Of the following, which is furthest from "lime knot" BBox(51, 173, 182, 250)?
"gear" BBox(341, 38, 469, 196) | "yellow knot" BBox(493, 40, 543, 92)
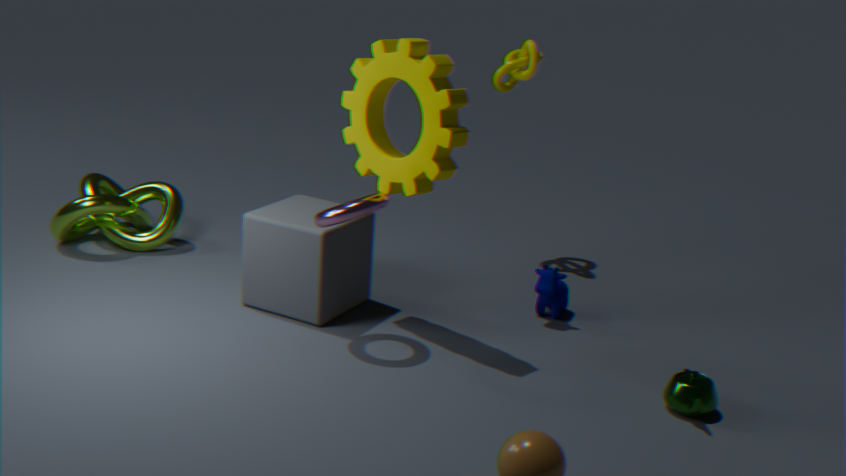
"yellow knot" BBox(493, 40, 543, 92)
